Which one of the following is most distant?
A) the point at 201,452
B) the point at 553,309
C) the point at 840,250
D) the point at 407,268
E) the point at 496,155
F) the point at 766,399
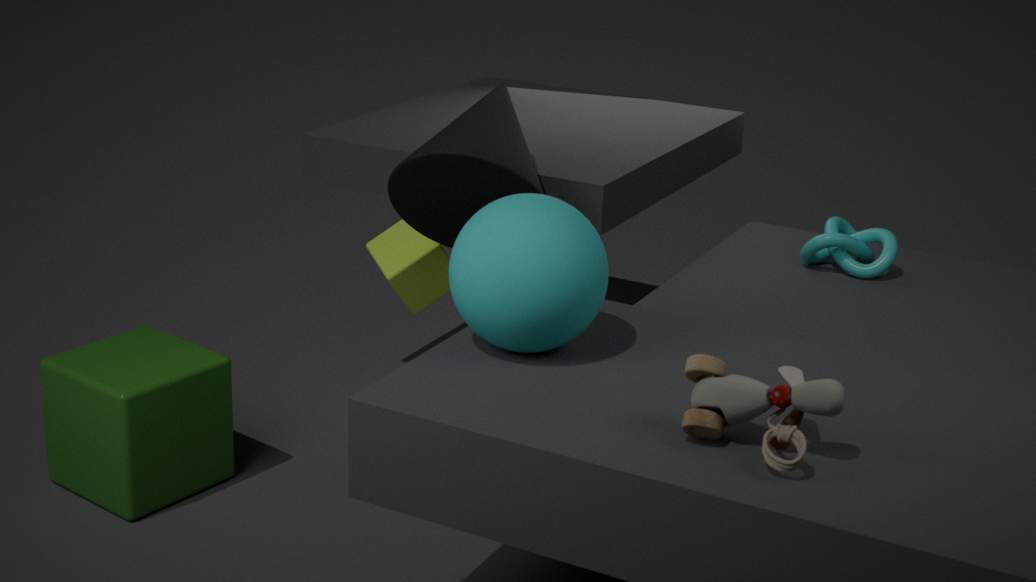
the point at 840,250
